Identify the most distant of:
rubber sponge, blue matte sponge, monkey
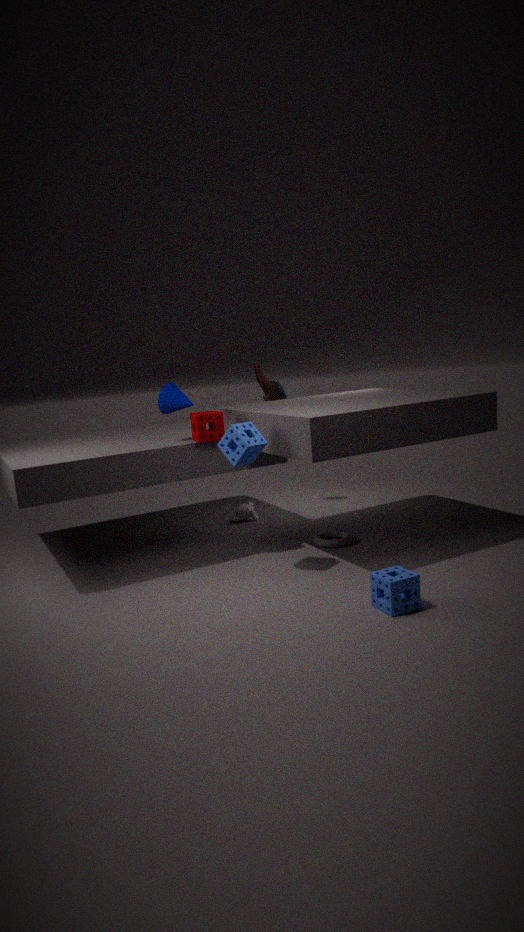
monkey
